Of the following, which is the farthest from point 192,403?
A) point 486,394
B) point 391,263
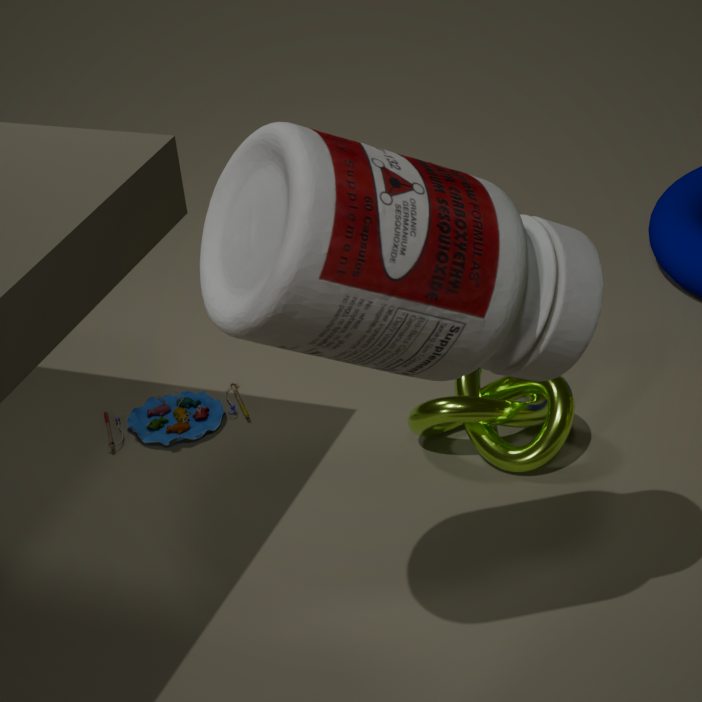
point 391,263
